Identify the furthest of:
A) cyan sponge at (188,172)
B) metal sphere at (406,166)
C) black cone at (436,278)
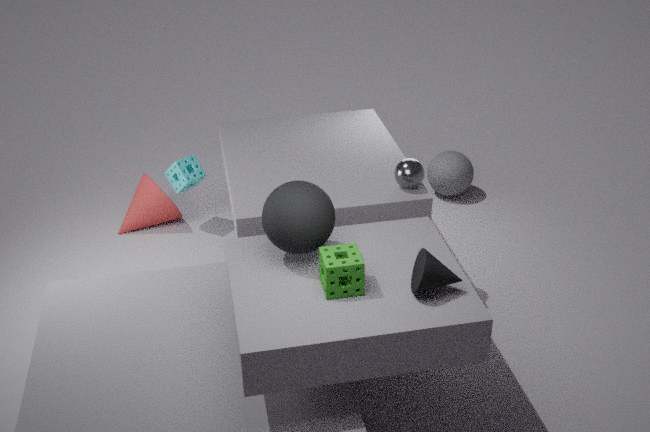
cyan sponge at (188,172)
